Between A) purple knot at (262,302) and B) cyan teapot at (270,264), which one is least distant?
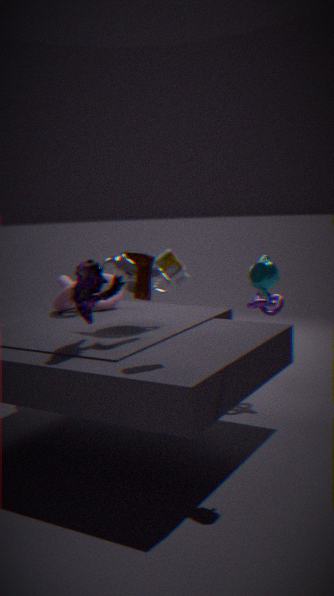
B. cyan teapot at (270,264)
